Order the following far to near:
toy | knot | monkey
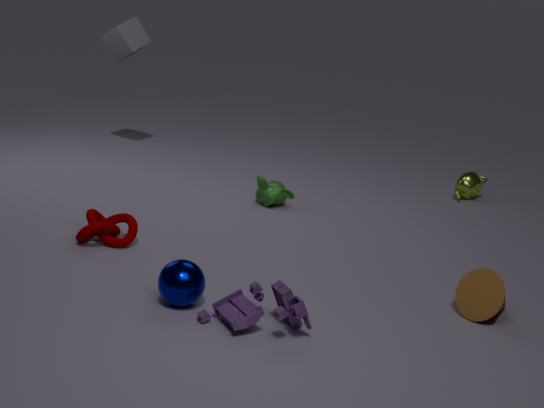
monkey → knot → toy
